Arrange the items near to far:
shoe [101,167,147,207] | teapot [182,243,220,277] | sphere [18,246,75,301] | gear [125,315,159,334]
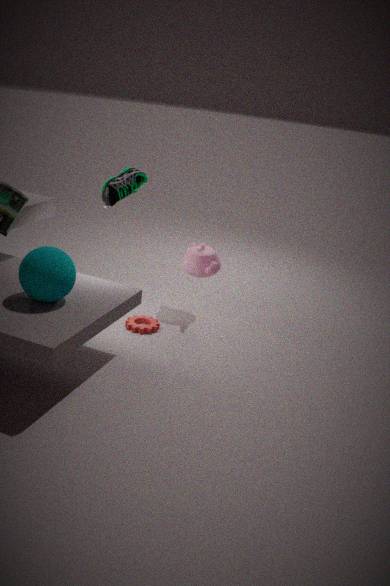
sphere [18,246,75,301], shoe [101,167,147,207], gear [125,315,159,334], teapot [182,243,220,277]
